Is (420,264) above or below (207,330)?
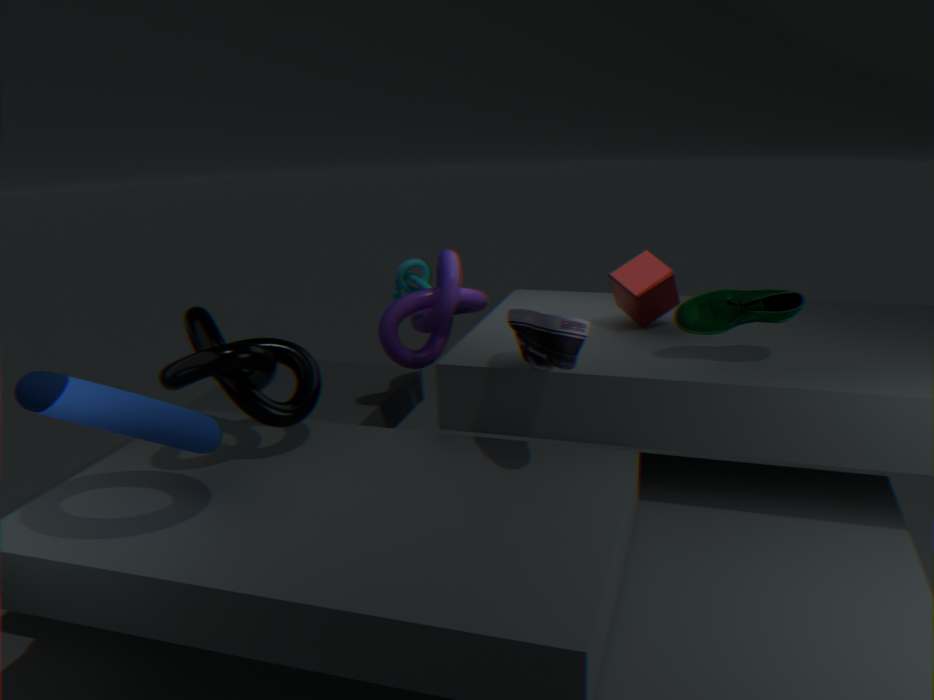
below
